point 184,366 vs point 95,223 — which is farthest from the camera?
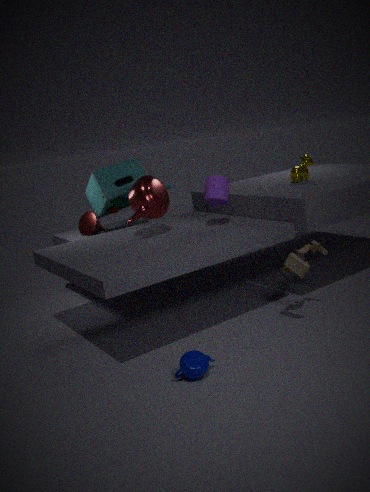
point 95,223
